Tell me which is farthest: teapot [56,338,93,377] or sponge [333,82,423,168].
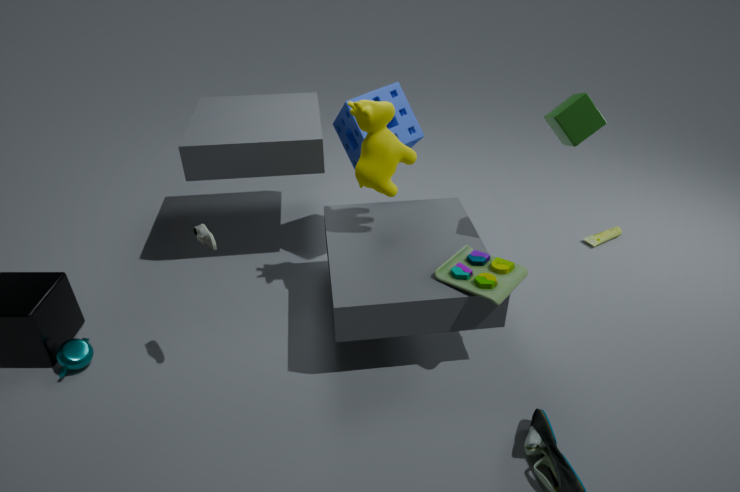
sponge [333,82,423,168]
